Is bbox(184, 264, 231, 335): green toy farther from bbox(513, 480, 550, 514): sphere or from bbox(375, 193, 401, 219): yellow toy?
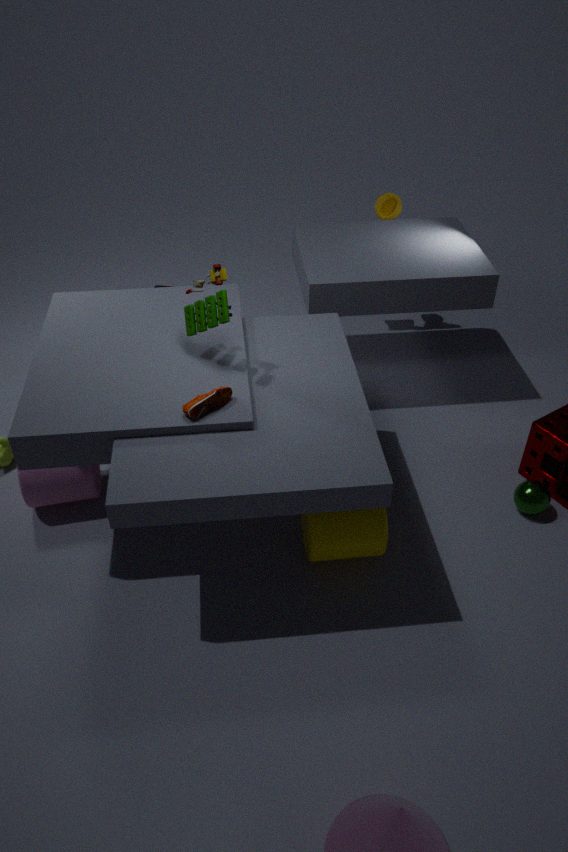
bbox(375, 193, 401, 219): yellow toy
